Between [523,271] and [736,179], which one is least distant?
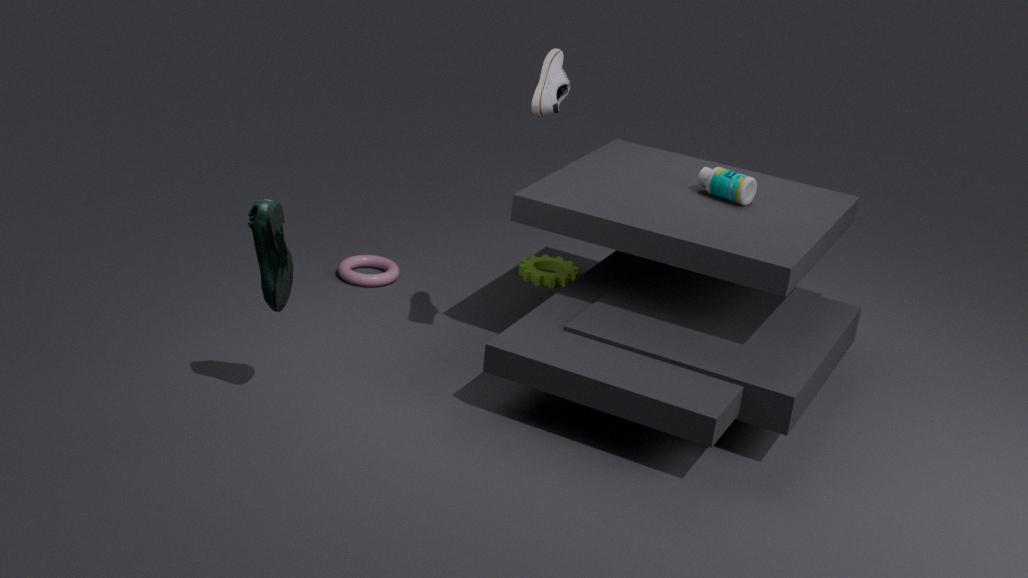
[736,179]
